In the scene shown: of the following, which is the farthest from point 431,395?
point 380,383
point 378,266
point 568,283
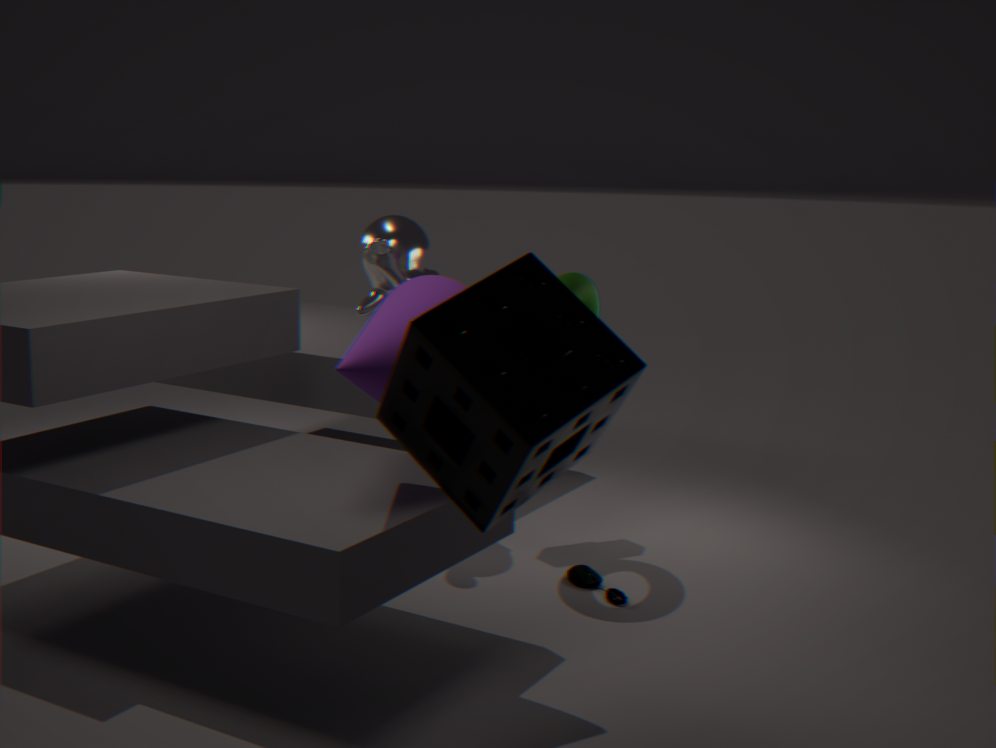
point 378,266
